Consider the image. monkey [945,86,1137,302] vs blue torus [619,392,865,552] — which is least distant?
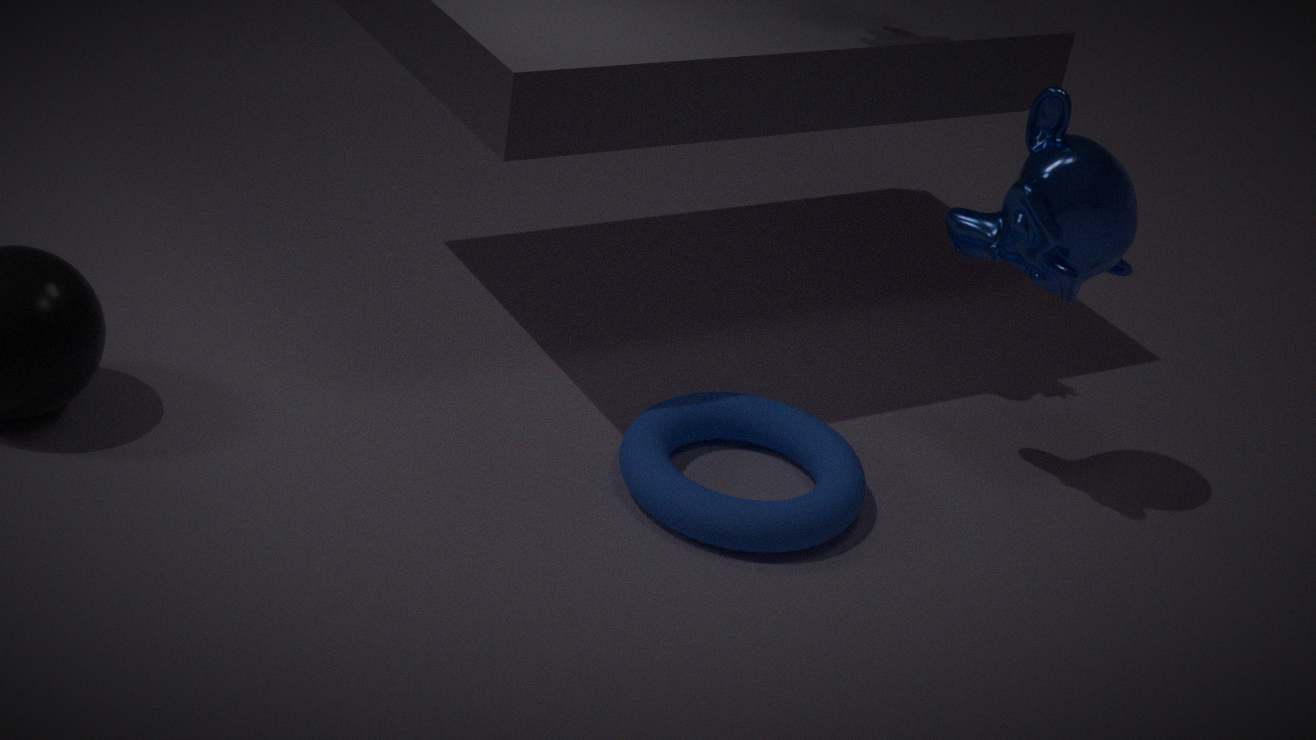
blue torus [619,392,865,552]
